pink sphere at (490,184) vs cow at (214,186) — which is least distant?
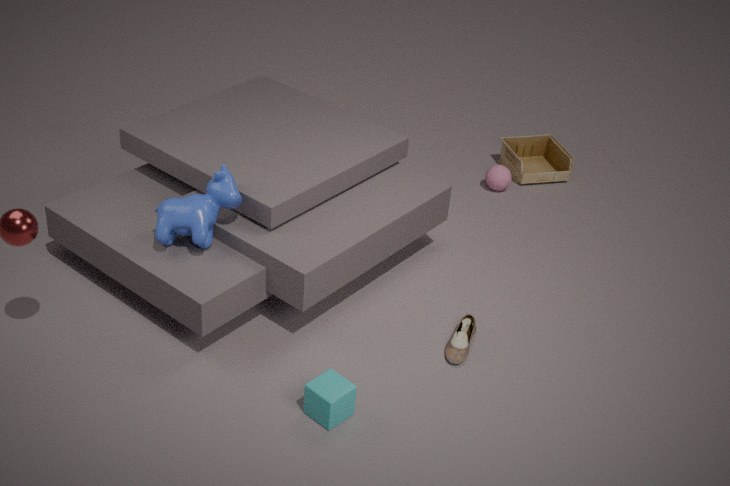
cow at (214,186)
